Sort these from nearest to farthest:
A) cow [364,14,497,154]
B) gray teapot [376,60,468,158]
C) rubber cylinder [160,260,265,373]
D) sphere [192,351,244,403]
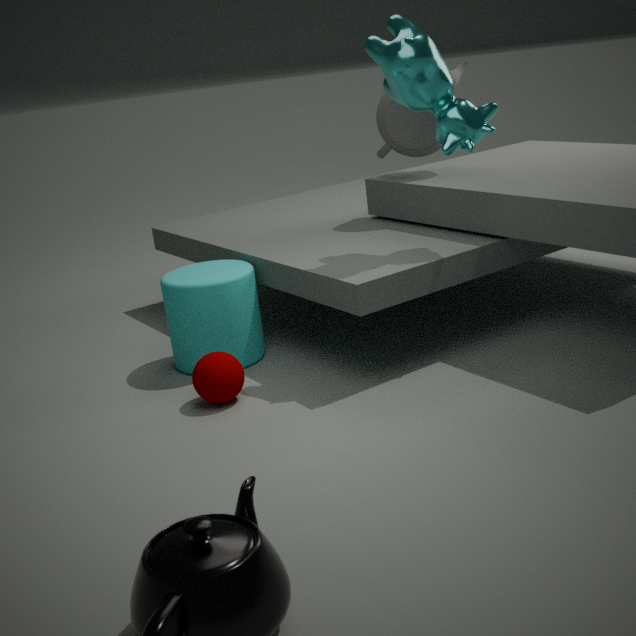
1. cow [364,14,497,154]
2. sphere [192,351,244,403]
3. rubber cylinder [160,260,265,373]
4. gray teapot [376,60,468,158]
